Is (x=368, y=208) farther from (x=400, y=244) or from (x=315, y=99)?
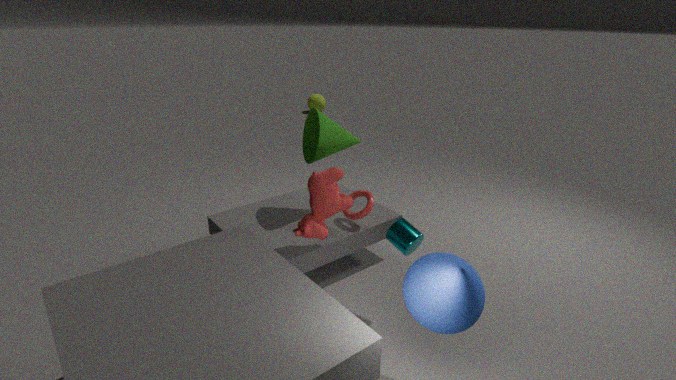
(x=315, y=99)
